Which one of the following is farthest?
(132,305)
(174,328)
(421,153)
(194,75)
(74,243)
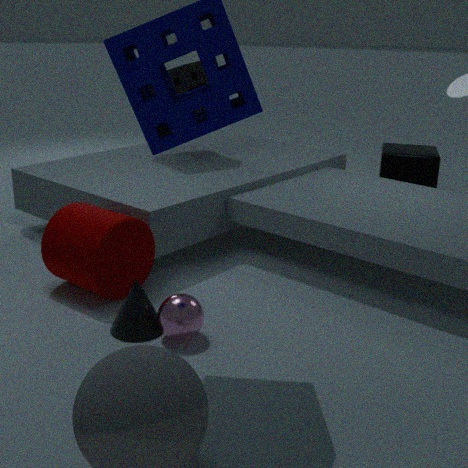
(421,153)
